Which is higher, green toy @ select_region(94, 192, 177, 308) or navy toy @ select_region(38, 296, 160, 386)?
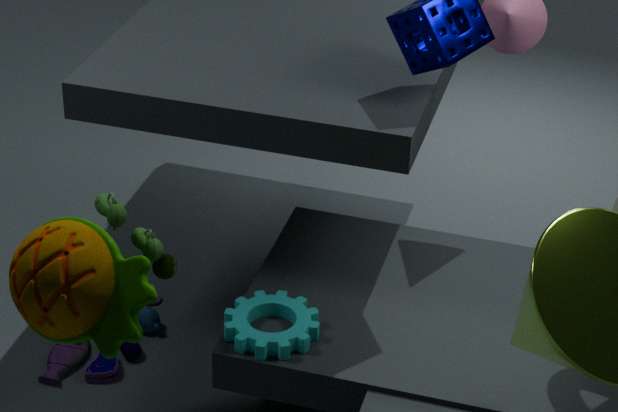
green toy @ select_region(94, 192, 177, 308)
